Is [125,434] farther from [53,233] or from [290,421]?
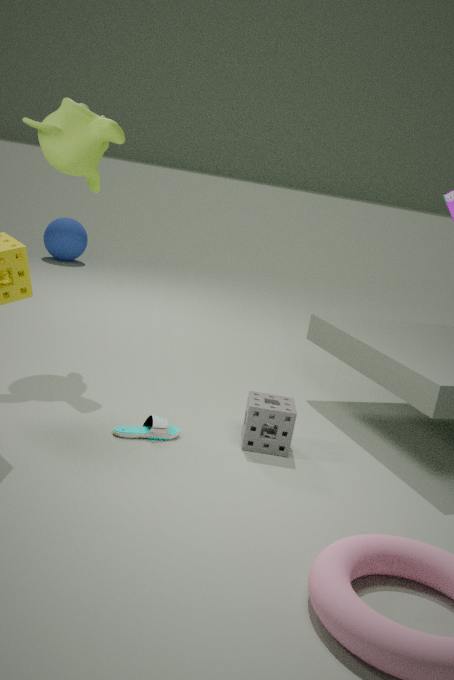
[53,233]
